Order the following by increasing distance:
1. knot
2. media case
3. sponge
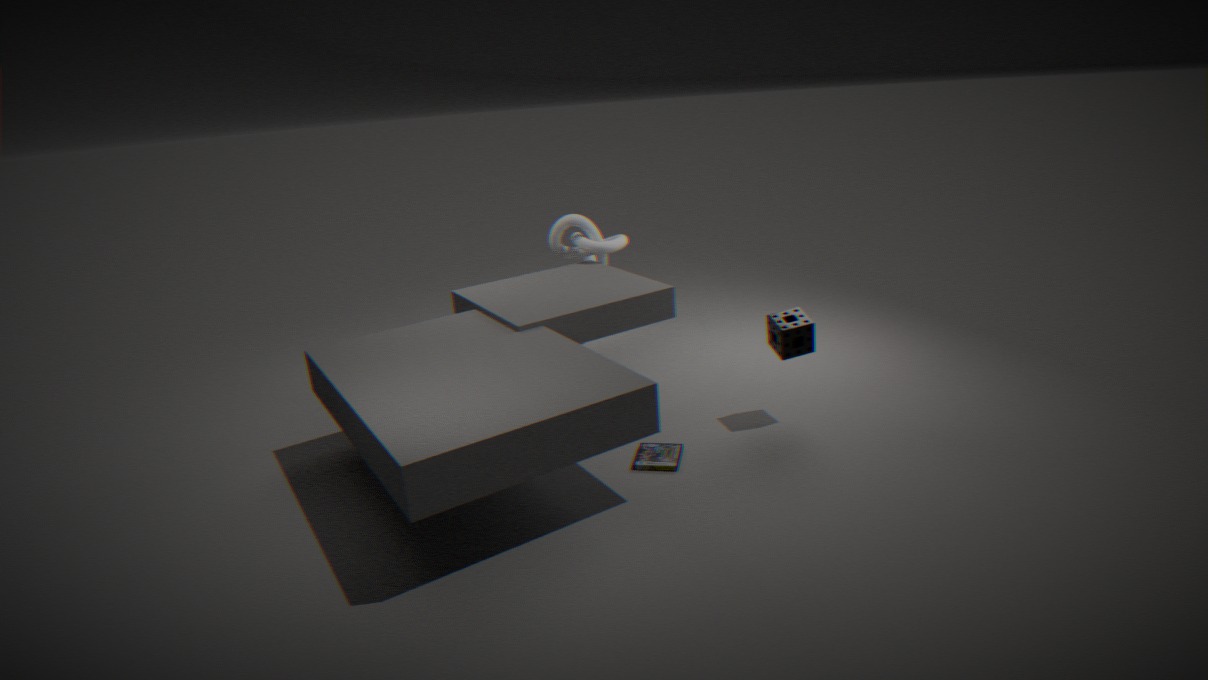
1. media case
2. sponge
3. knot
